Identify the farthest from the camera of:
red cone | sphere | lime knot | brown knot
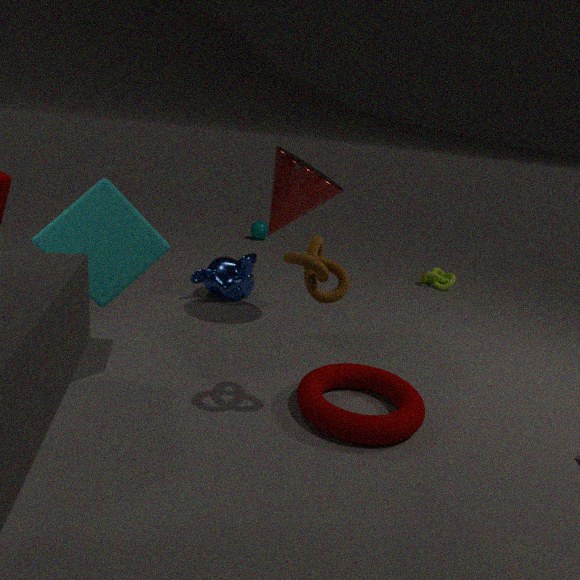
sphere
